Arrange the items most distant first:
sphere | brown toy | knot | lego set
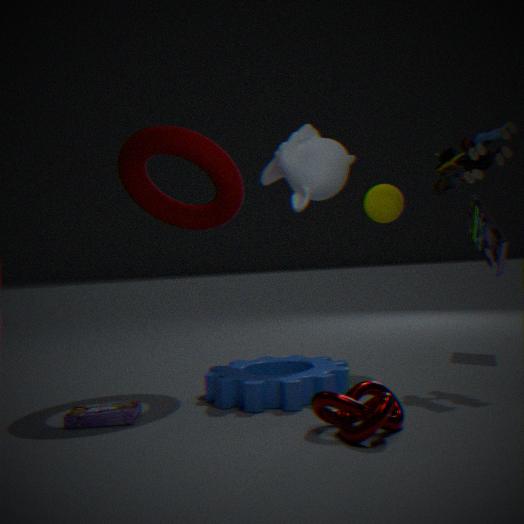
1. sphere
2. brown toy
3. lego set
4. knot
